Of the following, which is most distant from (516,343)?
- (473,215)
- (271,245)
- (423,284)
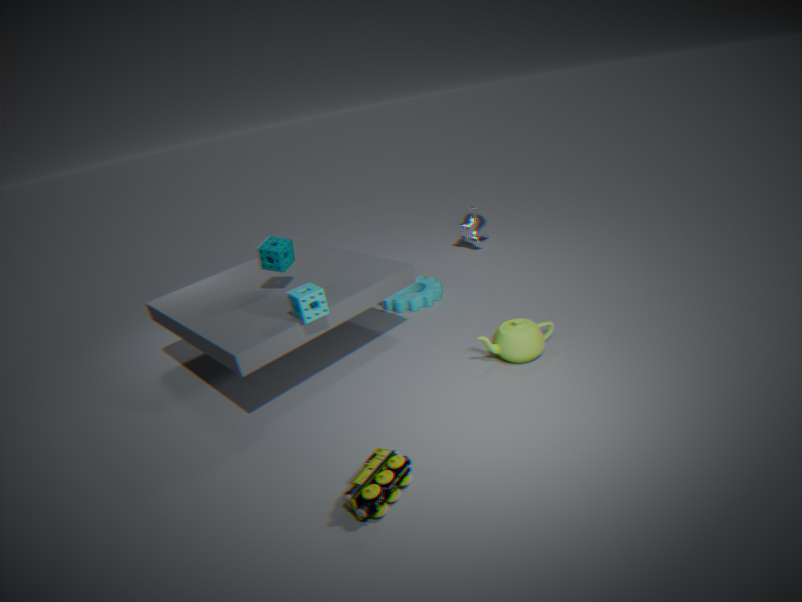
(473,215)
